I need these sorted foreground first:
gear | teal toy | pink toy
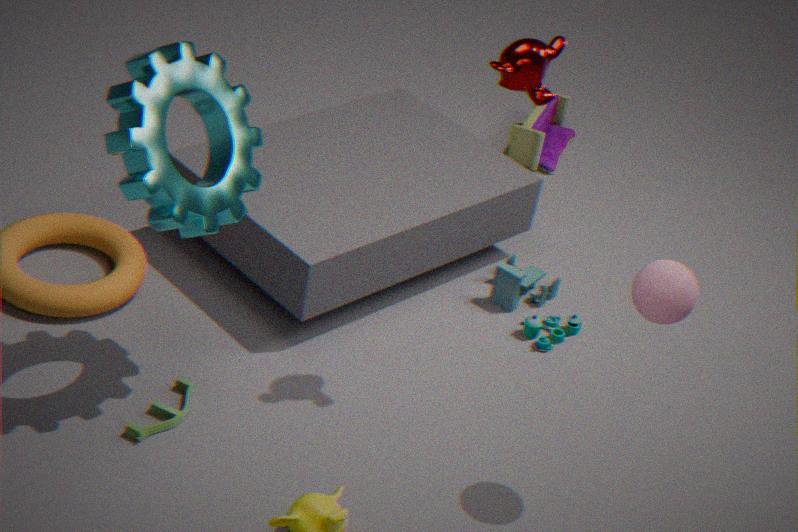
gear, teal toy, pink toy
